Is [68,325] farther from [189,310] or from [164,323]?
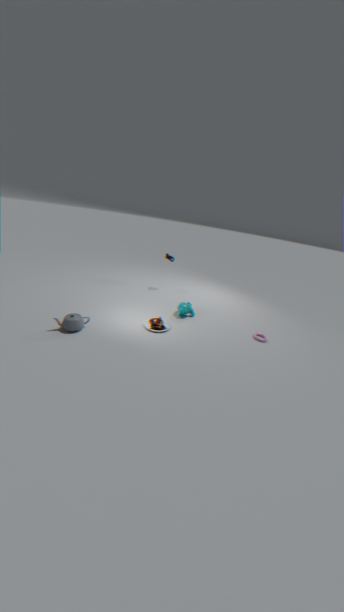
[189,310]
